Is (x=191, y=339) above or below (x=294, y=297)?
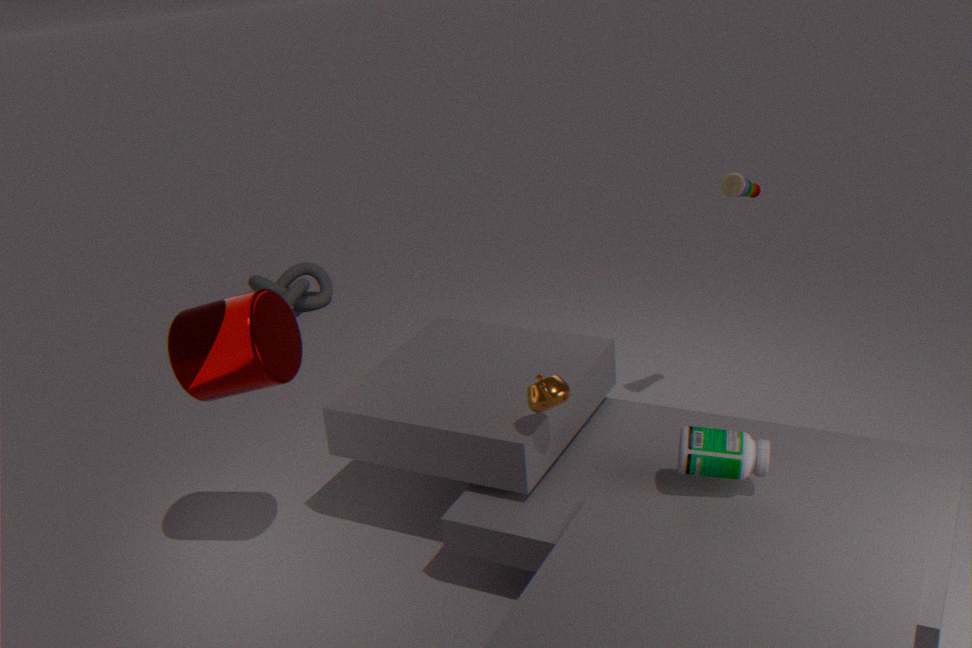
→ above
